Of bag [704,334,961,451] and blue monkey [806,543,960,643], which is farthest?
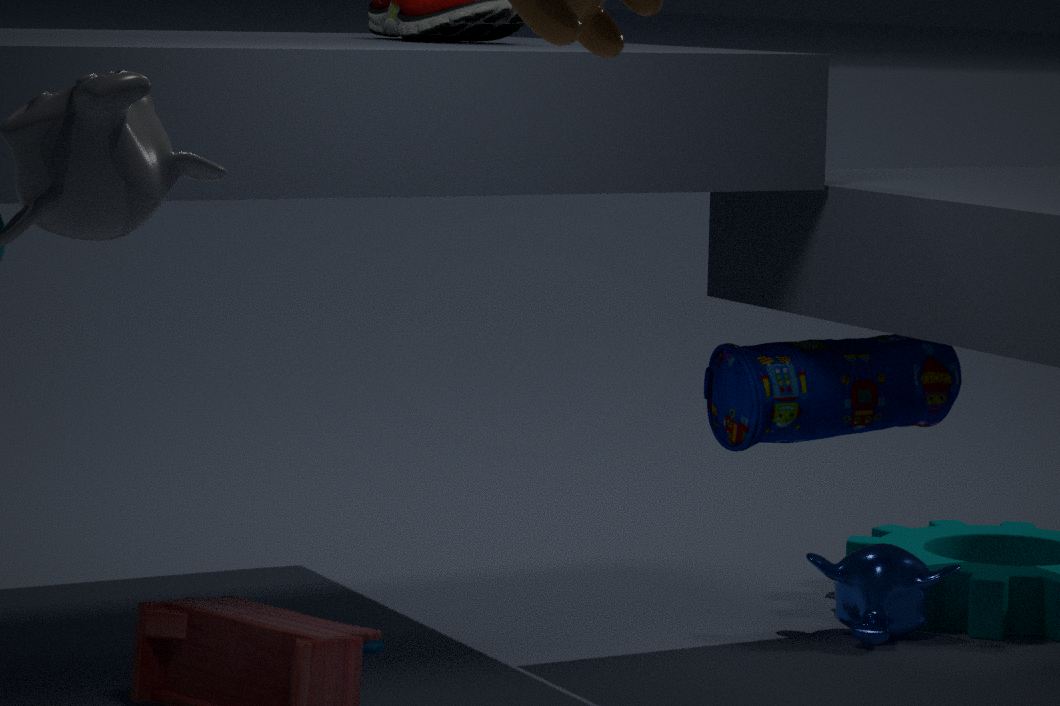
blue monkey [806,543,960,643]
